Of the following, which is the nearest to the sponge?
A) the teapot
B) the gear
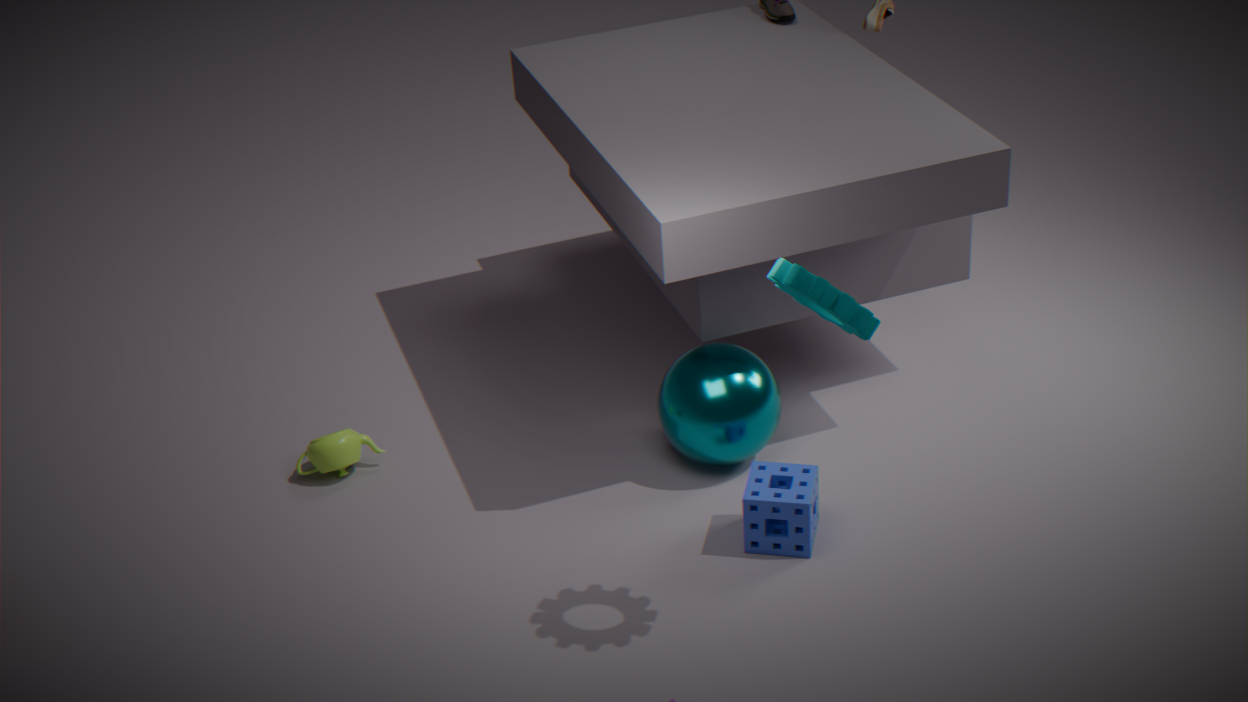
the gear
